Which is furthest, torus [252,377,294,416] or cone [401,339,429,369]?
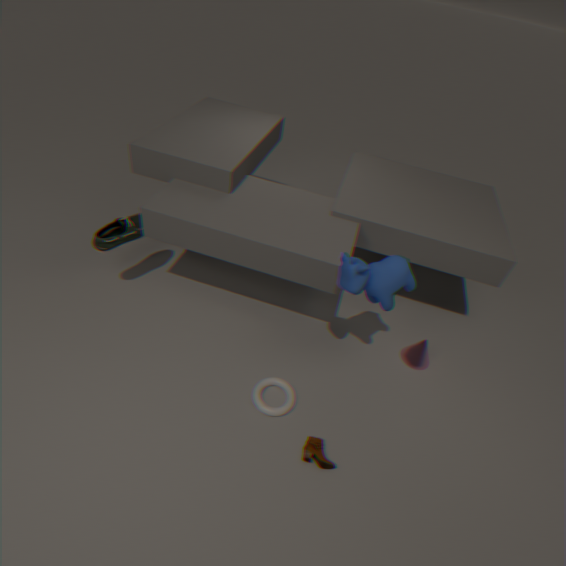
cone [401,339,429,369]
